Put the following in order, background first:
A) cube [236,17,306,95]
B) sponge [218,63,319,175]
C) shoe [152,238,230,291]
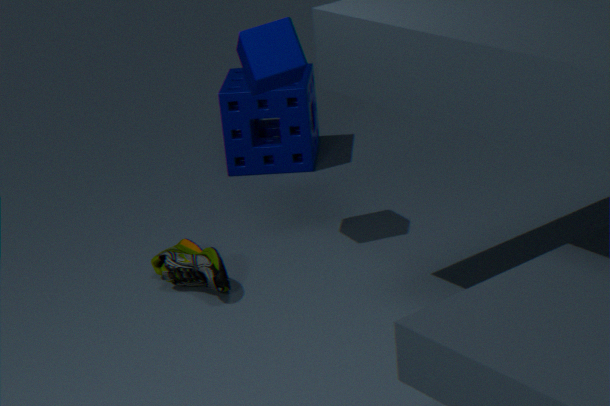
sponge [218,63,319,175], cube [236,17,306,95], shoe [152,238,230,291]
